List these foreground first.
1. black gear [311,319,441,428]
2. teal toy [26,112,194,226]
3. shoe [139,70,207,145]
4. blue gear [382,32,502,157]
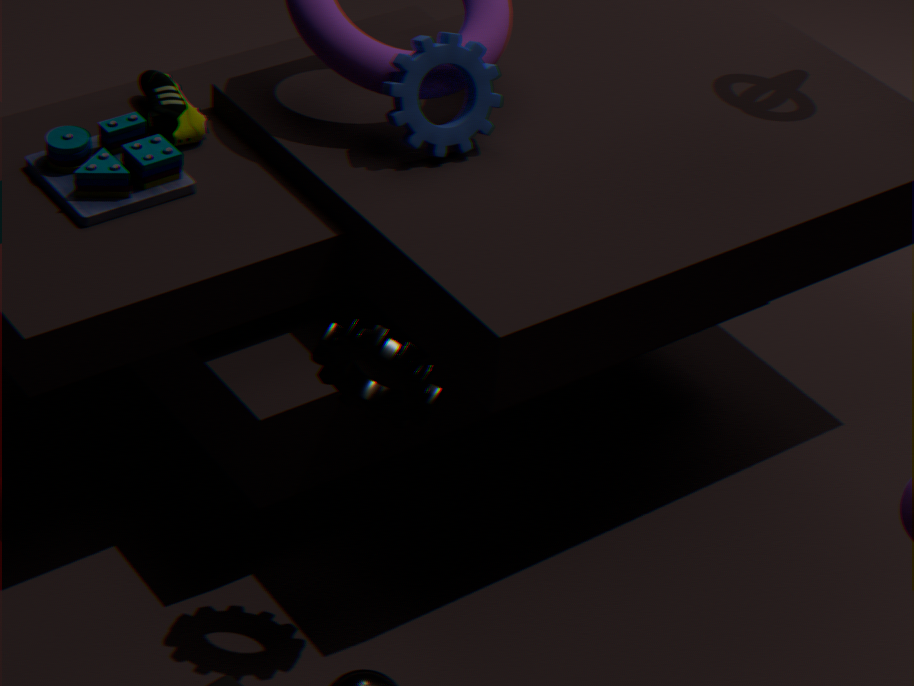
black gear [311,319,441,428] < teal toy [26,112,194,226] < blue gear [382,32,502,157] < shoe [139,70,207,145]
